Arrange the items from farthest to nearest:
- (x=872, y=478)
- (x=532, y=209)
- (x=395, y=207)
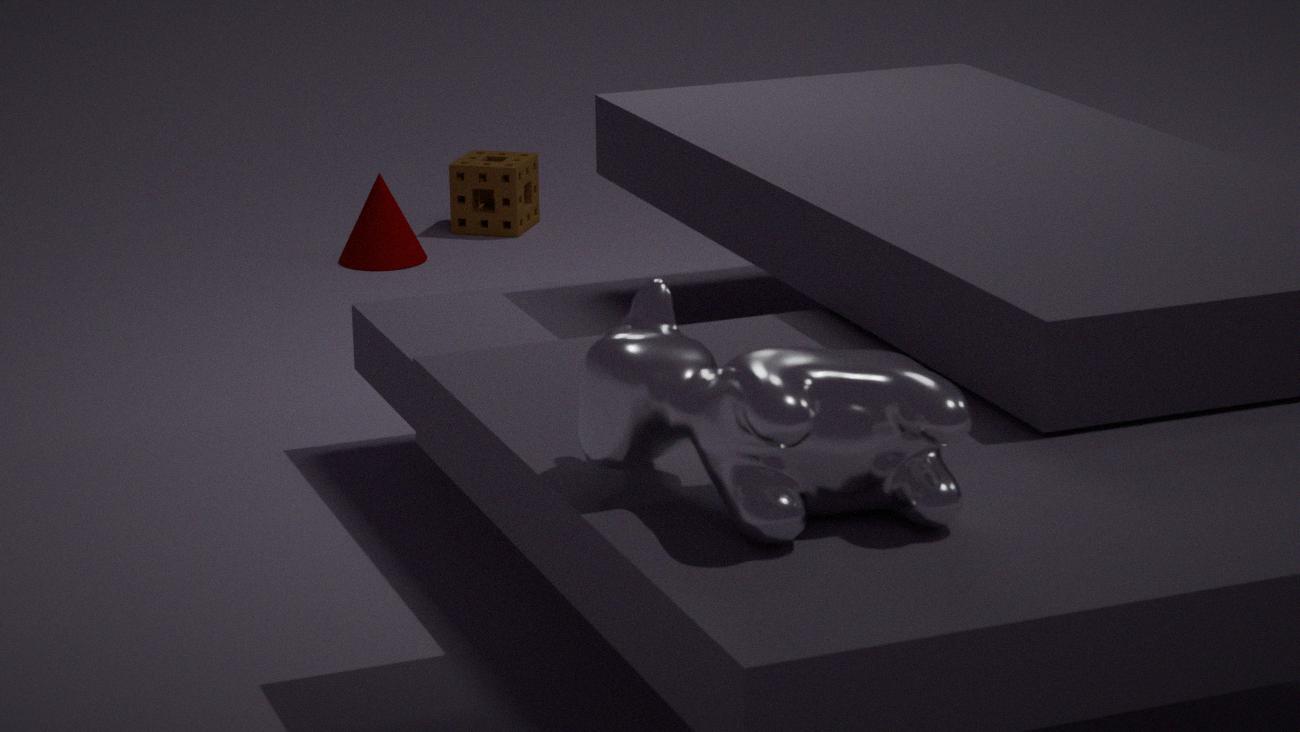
(x=532, y=209) → (x=395, y=207) → (x=872, y=478)
